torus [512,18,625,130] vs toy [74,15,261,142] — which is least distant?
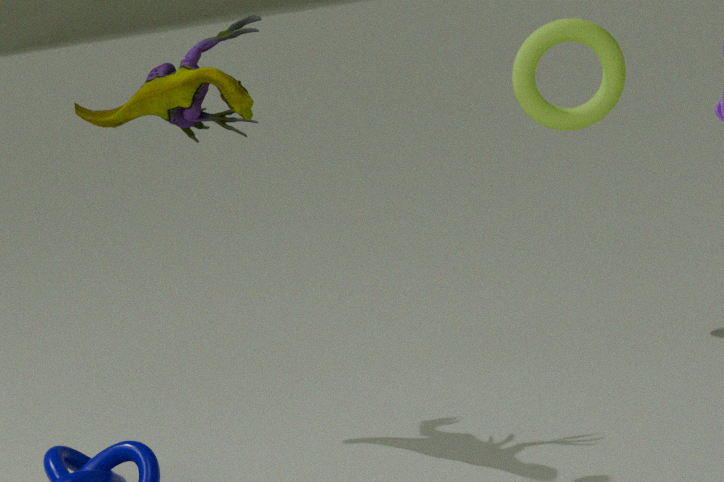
toy [74,15,261,142]
